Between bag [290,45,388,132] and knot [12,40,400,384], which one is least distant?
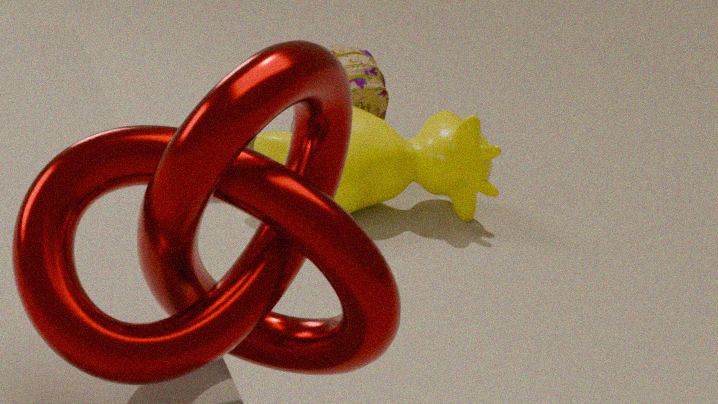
knot [12,40,400,384]
